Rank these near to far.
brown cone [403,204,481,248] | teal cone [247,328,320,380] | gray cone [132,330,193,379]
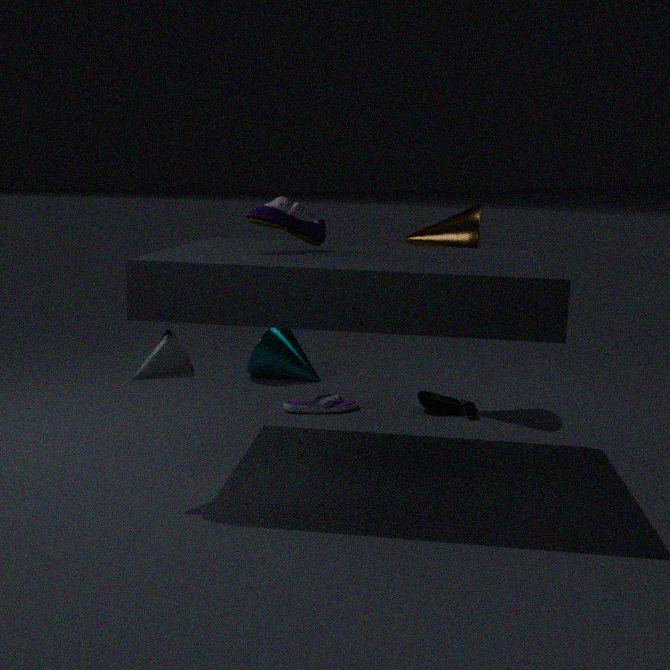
gray cone [132,330,193,379]
brown cone [403,204,481,248]
teal cone [247,328,320,380]
